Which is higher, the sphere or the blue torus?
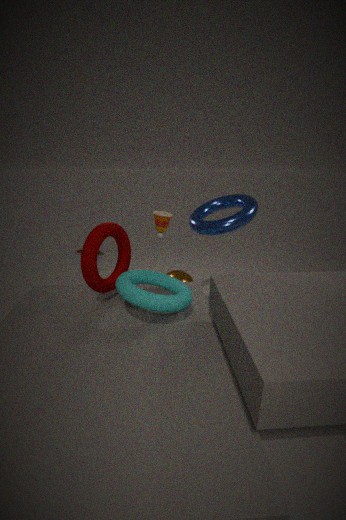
Answer: the blue torus
